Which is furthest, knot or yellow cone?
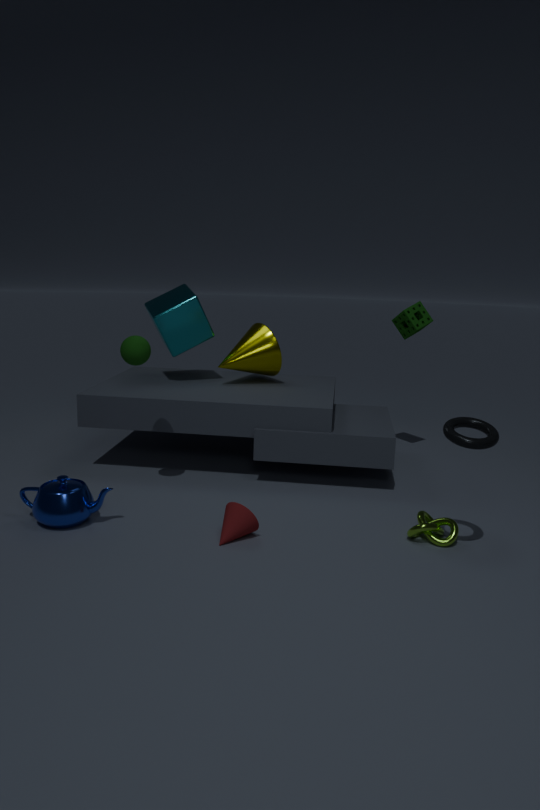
yellow cone
